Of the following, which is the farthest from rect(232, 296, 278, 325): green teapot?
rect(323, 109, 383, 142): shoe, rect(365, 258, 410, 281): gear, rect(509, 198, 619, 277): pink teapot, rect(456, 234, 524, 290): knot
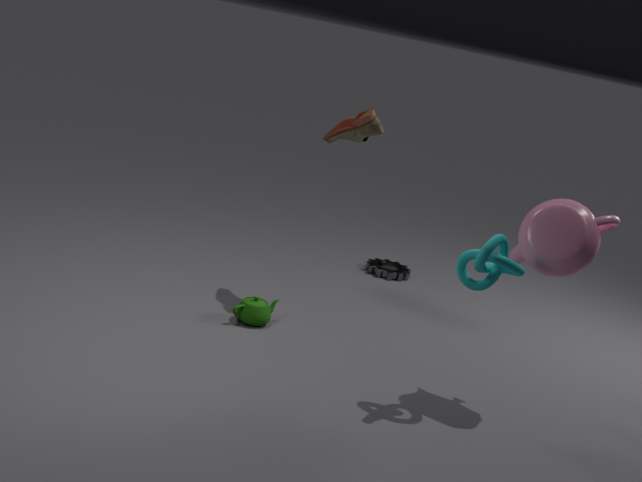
rect(365, 258, 410, 281): gear
